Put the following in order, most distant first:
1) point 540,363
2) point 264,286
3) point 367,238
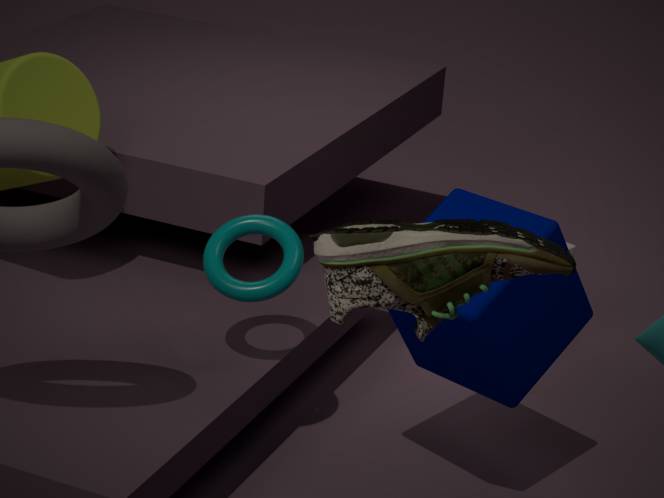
1. 2. point 264,286
2. 1. point 540,363
3. 3. point 367,238
